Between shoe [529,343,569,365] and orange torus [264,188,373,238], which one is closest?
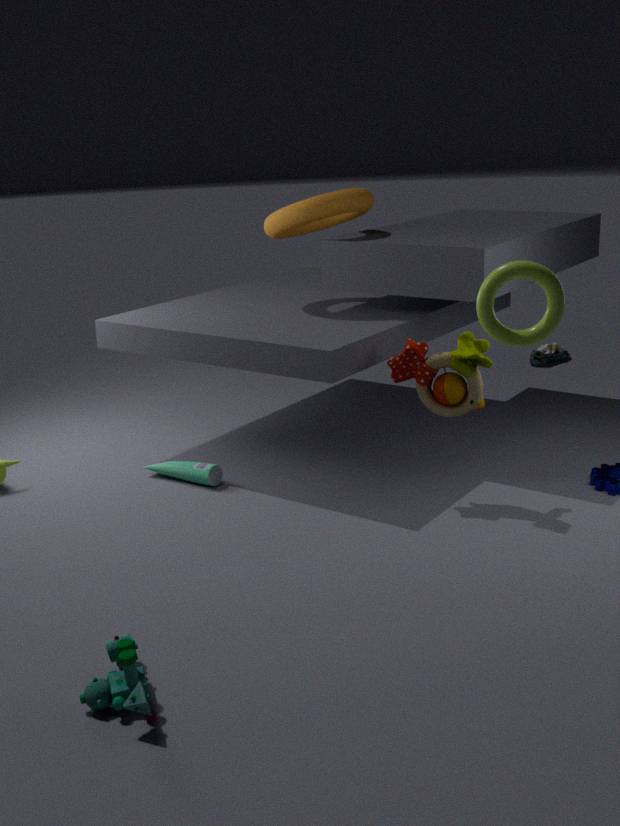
orange torus [264,188,373,238]
